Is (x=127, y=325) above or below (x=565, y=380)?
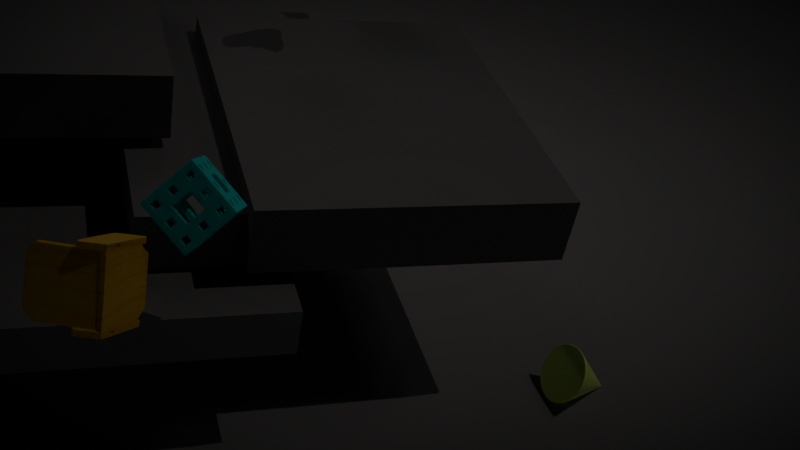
above
